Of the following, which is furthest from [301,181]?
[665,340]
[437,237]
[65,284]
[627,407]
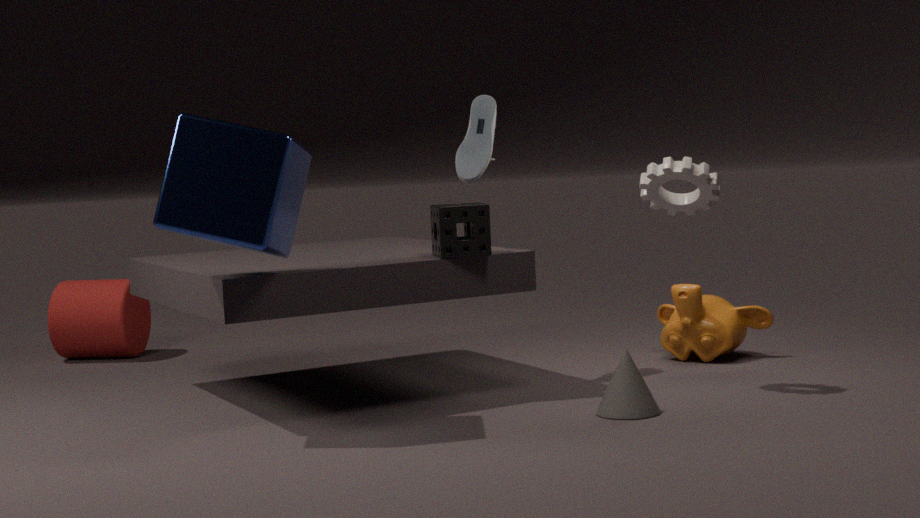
[65,284]
